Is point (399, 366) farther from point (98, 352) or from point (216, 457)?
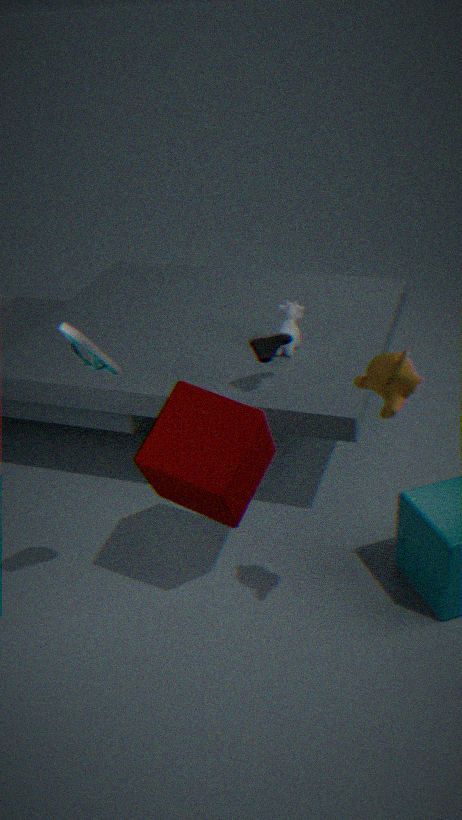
point (98, 352)
